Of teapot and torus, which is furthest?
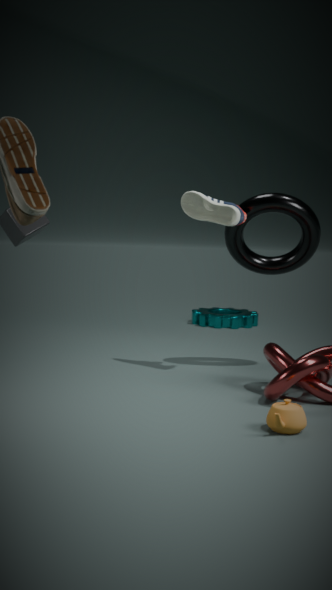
torus
